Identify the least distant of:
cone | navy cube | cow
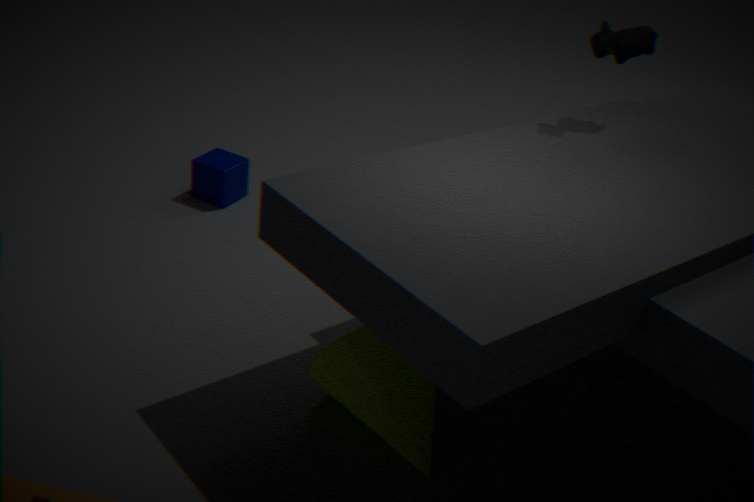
cone
